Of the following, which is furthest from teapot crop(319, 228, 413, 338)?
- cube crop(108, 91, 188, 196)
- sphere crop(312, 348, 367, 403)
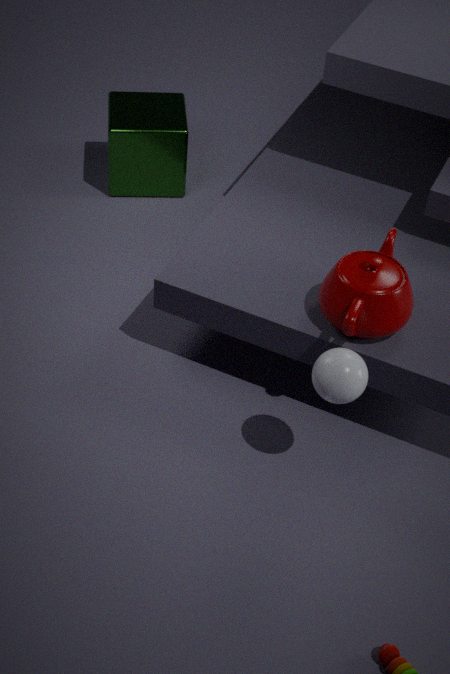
cube crop(108, 91, 188, 196)
